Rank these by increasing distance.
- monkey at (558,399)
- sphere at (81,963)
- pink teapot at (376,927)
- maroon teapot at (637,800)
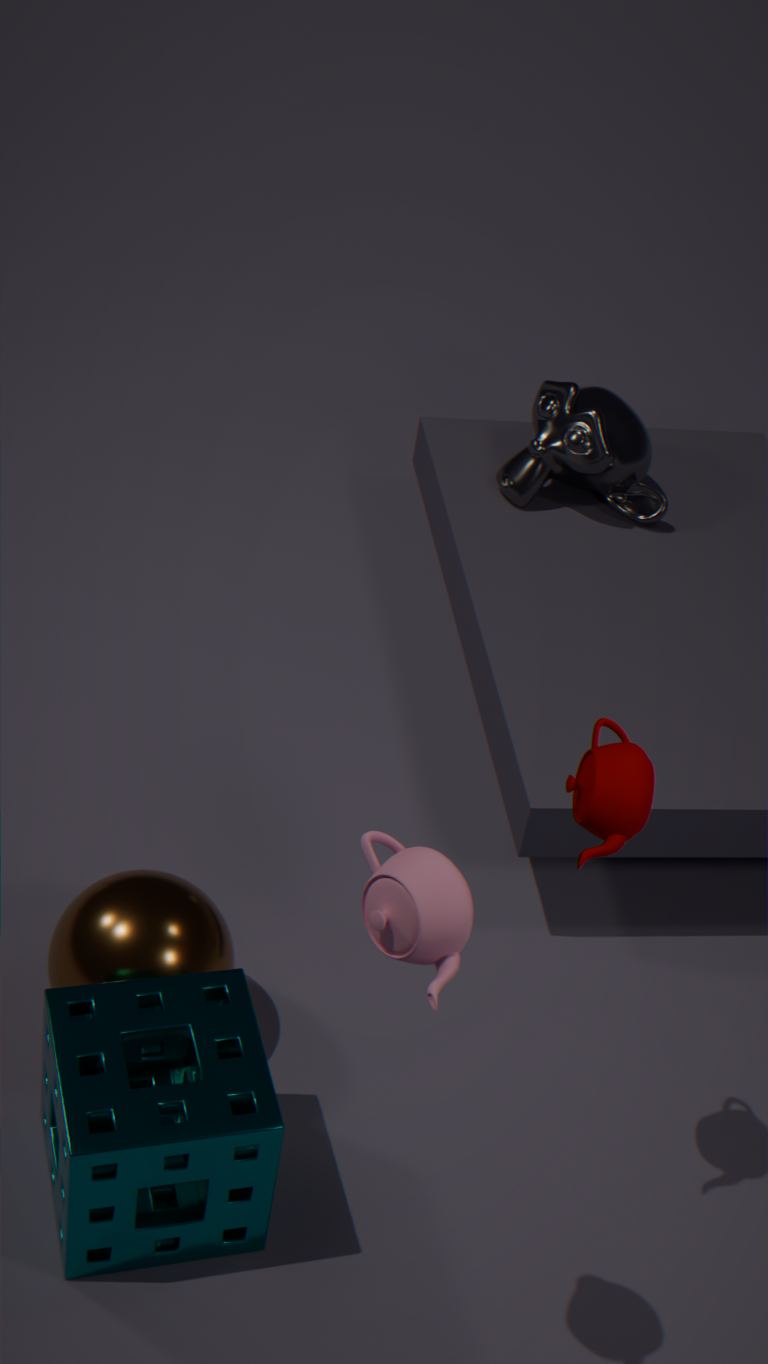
pink teapot at (376,927) → maroon teapot at (637,800) → sphere at (81,963) → monkey at (558,399)
